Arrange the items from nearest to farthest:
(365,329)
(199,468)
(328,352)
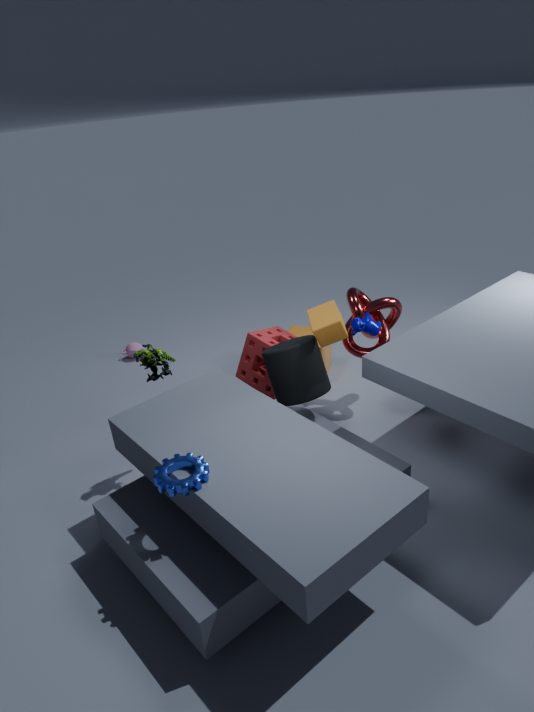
1. (199,468)
2. (365,329)
3. (328,352)
